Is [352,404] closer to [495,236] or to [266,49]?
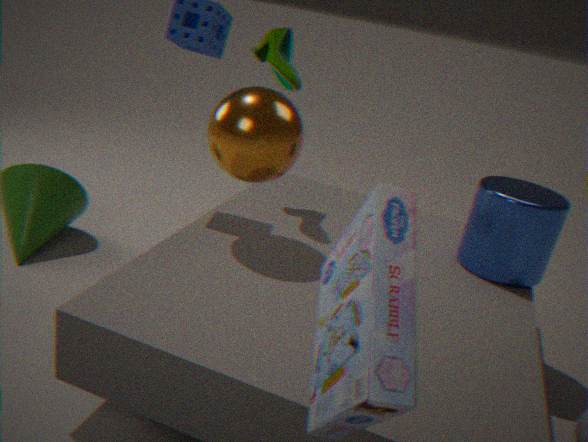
[495,236]
